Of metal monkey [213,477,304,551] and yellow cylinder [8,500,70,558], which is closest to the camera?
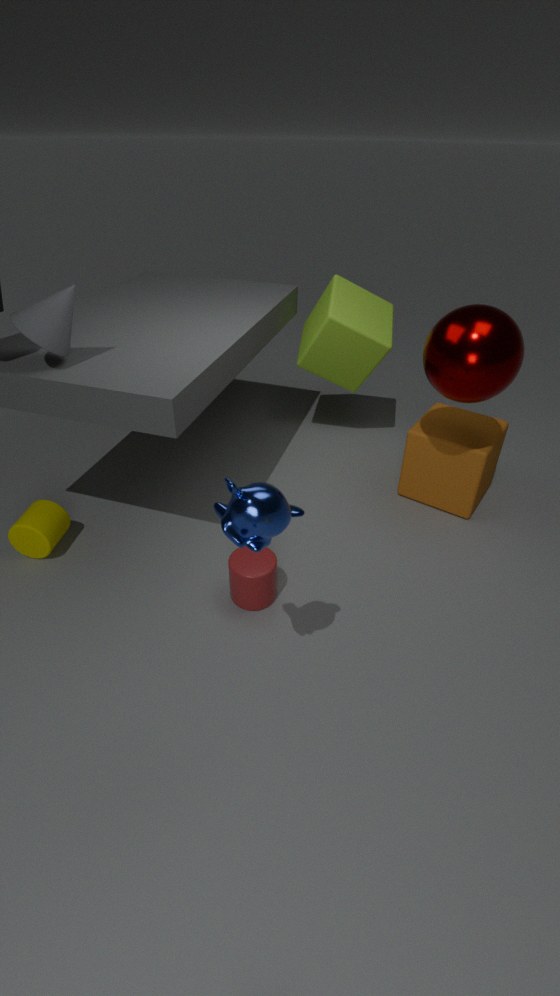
metal monkey [213,477,304,551]
